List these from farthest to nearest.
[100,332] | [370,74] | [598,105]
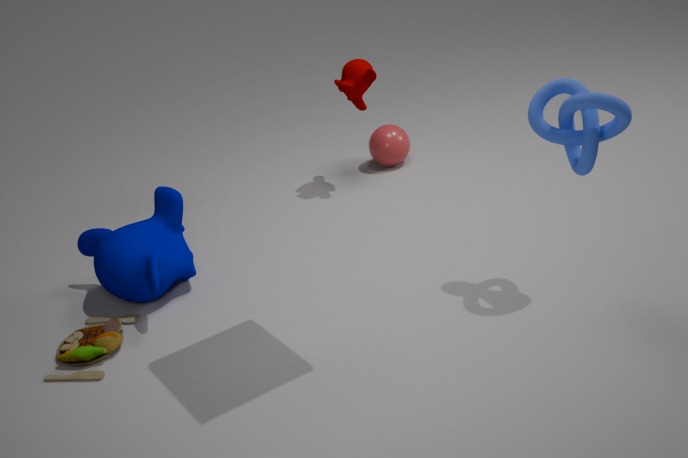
1. [370,74]
2. [100,332]
3. [598,105]
